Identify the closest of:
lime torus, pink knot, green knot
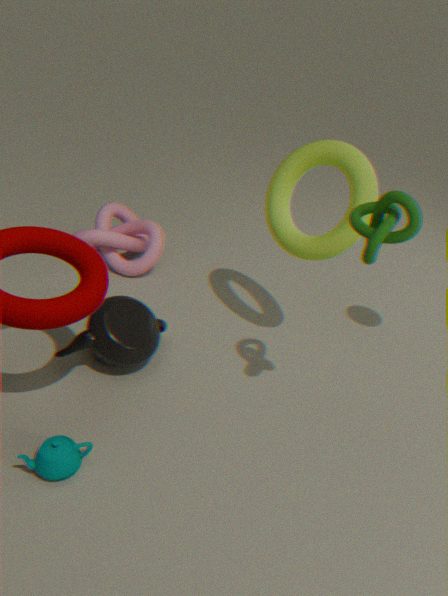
green knot
